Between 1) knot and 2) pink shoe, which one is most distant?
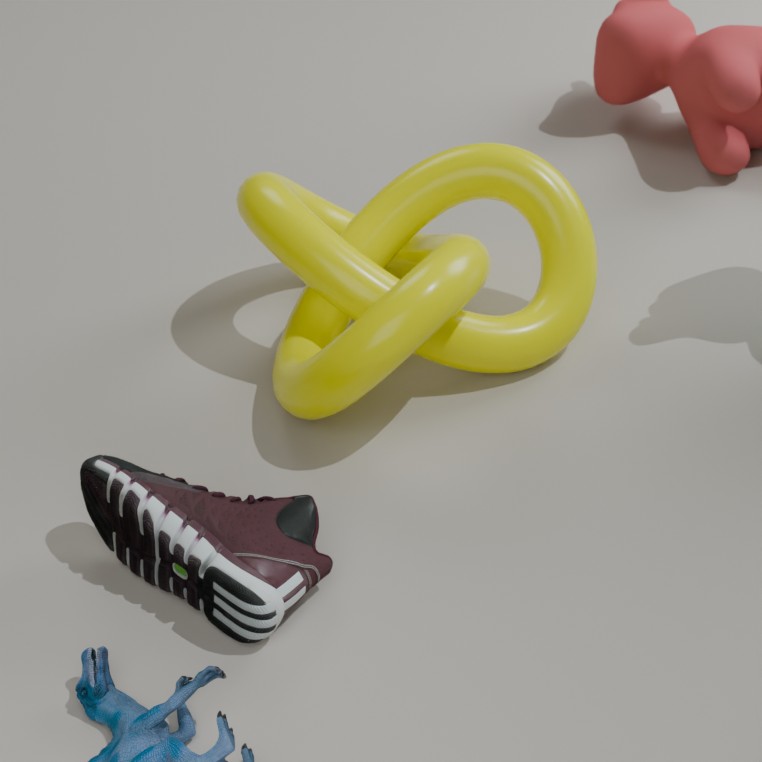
1. knot
